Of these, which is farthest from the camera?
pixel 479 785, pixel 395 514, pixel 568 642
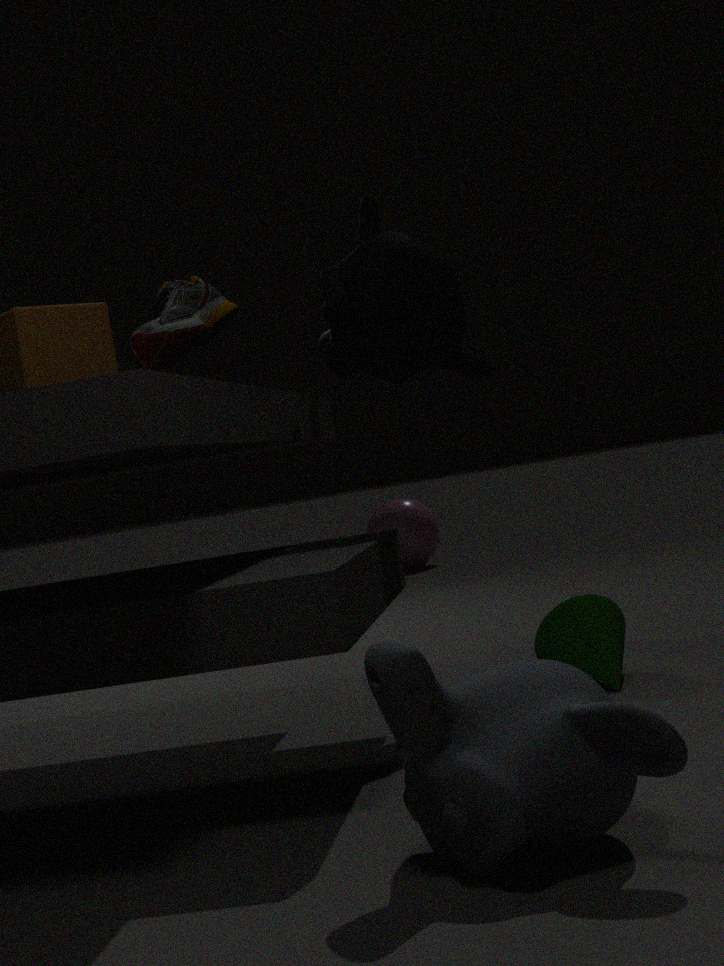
pixel 395 514
